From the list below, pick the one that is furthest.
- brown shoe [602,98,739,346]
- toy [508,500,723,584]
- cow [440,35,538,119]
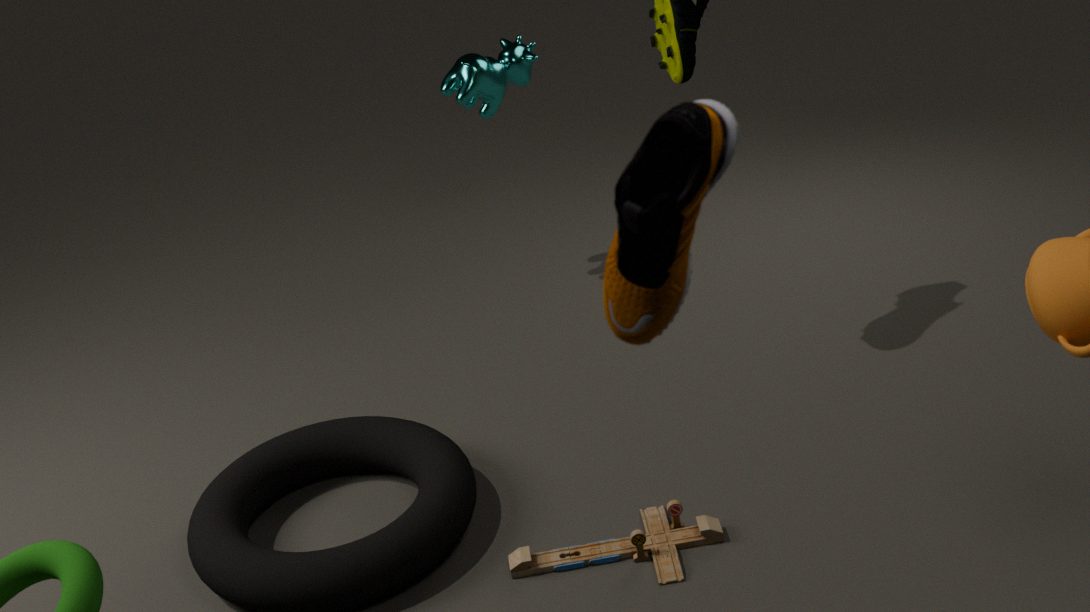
cow [440,35,538,119]
